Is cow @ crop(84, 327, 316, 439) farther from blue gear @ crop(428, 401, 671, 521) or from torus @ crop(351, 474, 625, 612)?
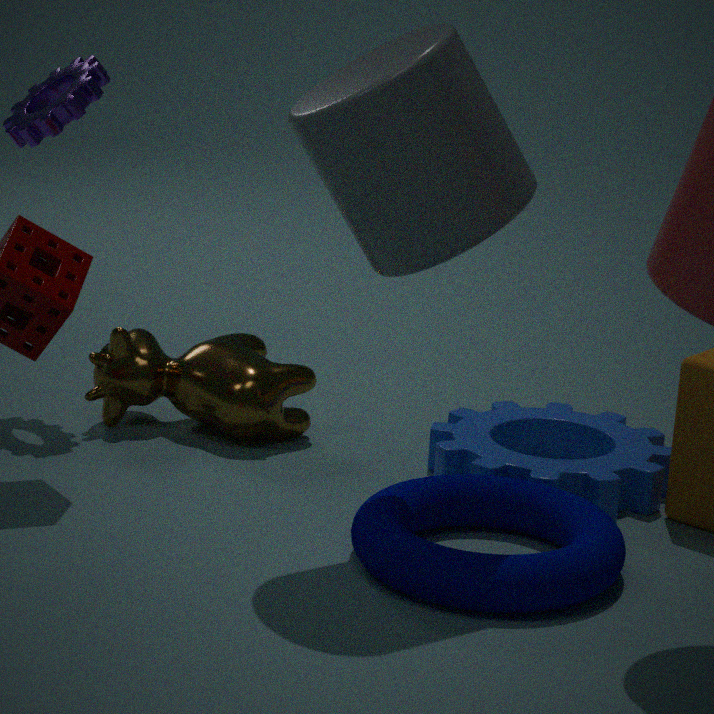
torus @ crop(351, 474, 625, 612)
